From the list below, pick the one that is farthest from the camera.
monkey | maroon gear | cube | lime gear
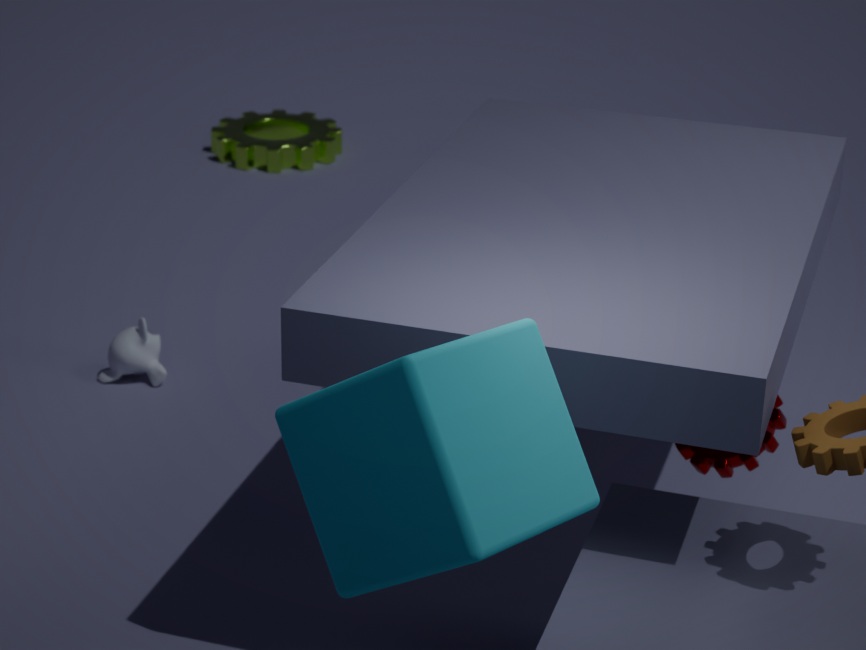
lime gear
